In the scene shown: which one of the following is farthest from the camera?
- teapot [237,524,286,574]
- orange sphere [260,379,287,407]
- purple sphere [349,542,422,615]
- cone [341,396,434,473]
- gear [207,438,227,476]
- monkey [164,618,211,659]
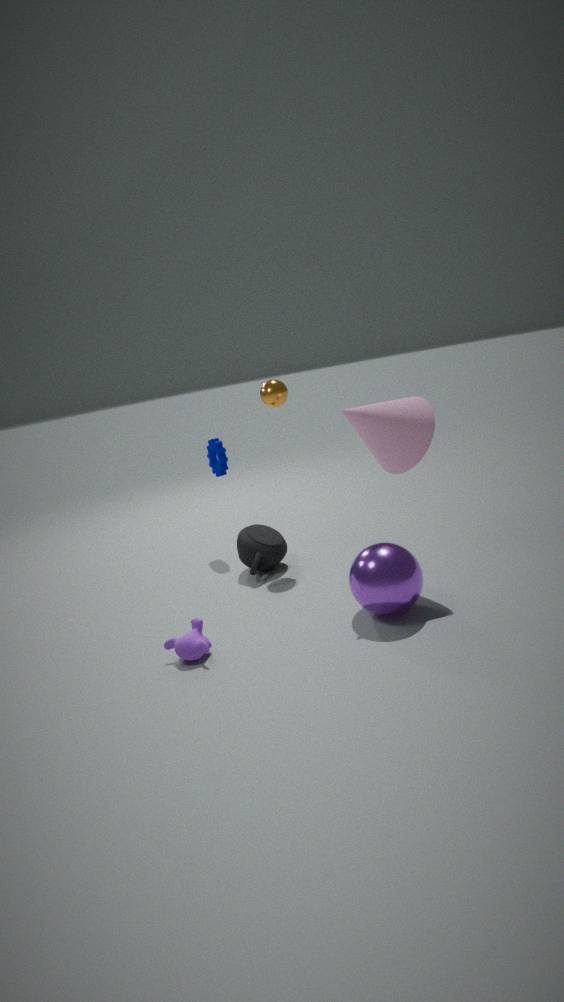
gear [207,438,227,476]
